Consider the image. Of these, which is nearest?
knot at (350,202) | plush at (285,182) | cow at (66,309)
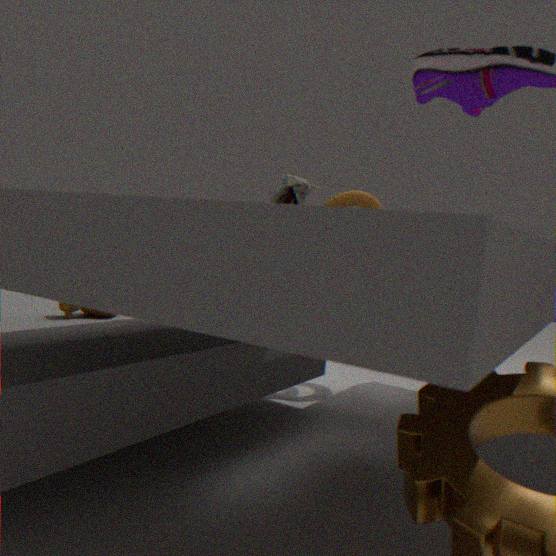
cow at (66,309)
